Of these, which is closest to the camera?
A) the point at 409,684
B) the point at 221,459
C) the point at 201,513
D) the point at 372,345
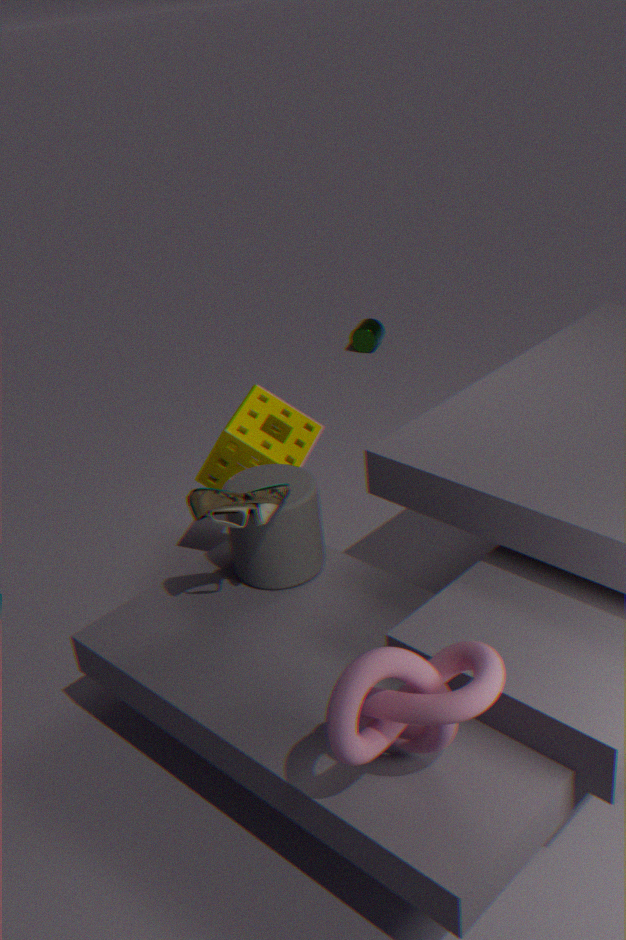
the point at 409,684
